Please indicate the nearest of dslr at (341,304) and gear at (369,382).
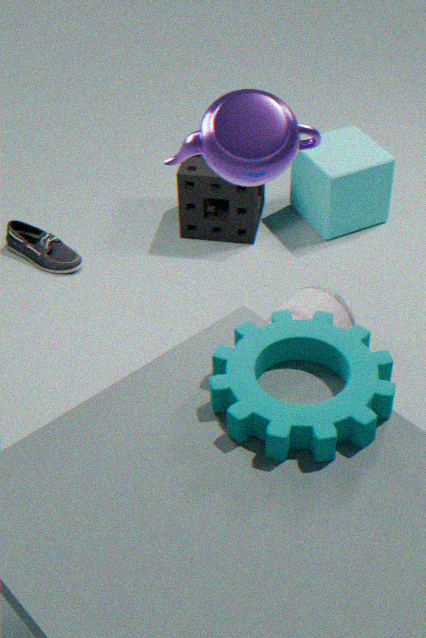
gear at (369,382)
